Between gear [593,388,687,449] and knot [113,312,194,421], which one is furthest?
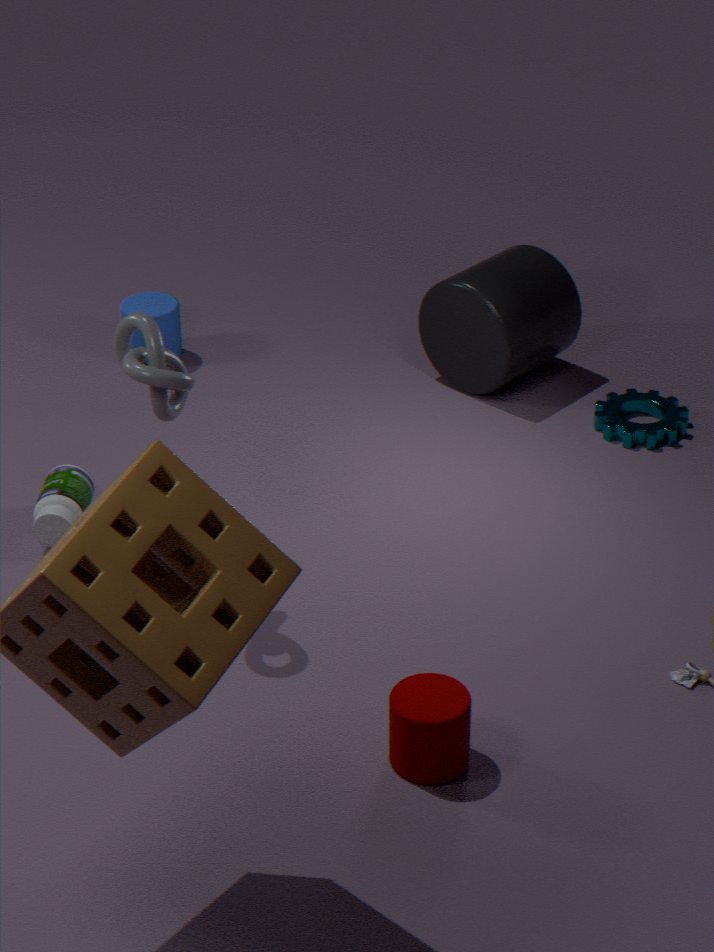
gear [593,388,687,449]
